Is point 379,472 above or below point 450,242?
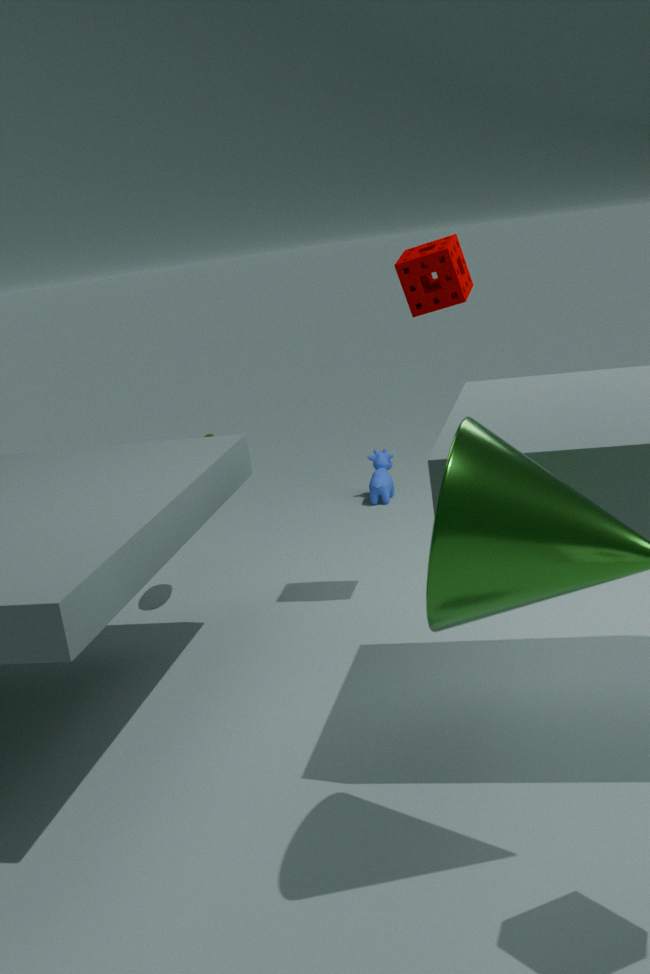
Result: below
